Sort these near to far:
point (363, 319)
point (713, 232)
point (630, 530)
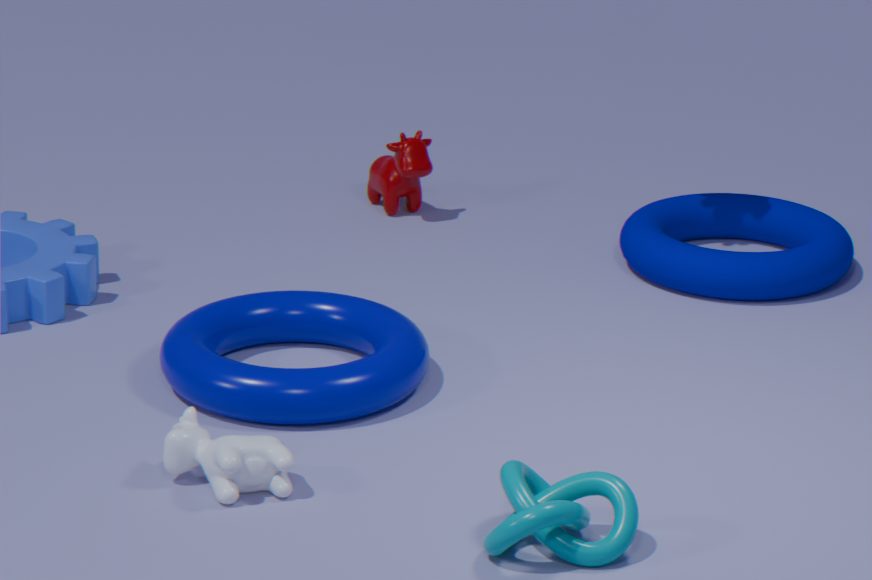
point (630, 530), point (363, 319), point (713, 232)
